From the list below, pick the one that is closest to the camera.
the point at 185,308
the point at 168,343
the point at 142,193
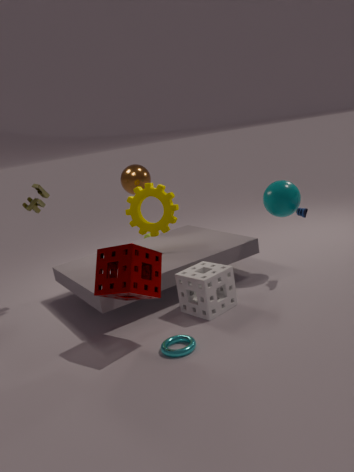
the point at 168,343
